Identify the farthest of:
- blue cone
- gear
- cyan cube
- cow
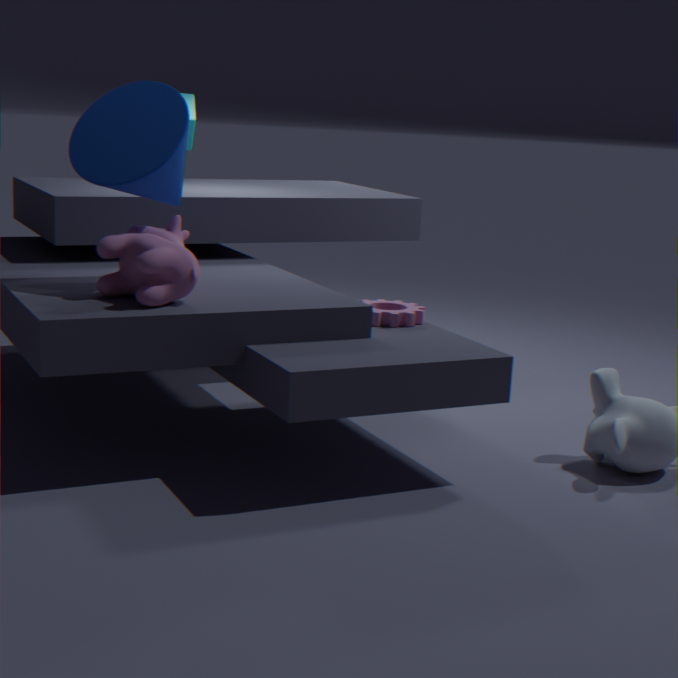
cyan cube
